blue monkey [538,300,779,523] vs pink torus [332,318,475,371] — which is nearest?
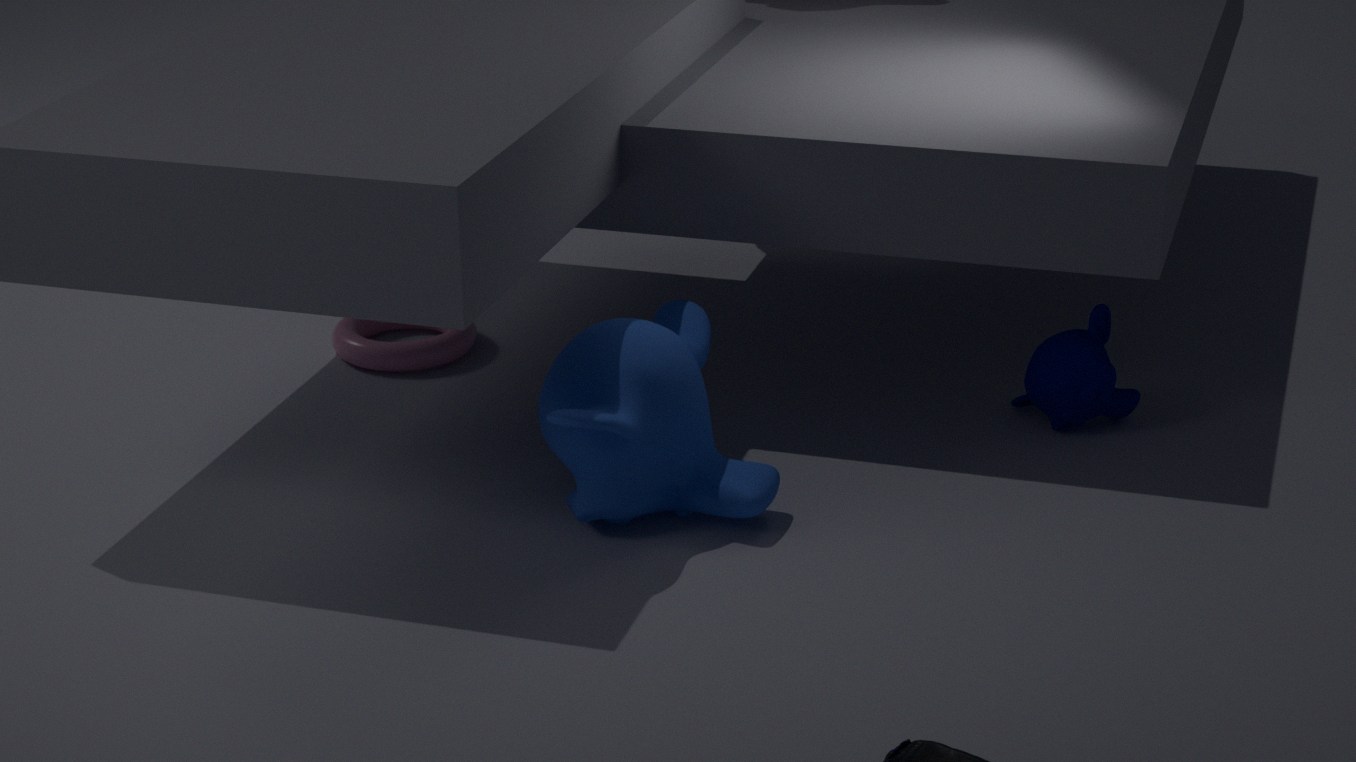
blue monkey [538,300,779,523]
